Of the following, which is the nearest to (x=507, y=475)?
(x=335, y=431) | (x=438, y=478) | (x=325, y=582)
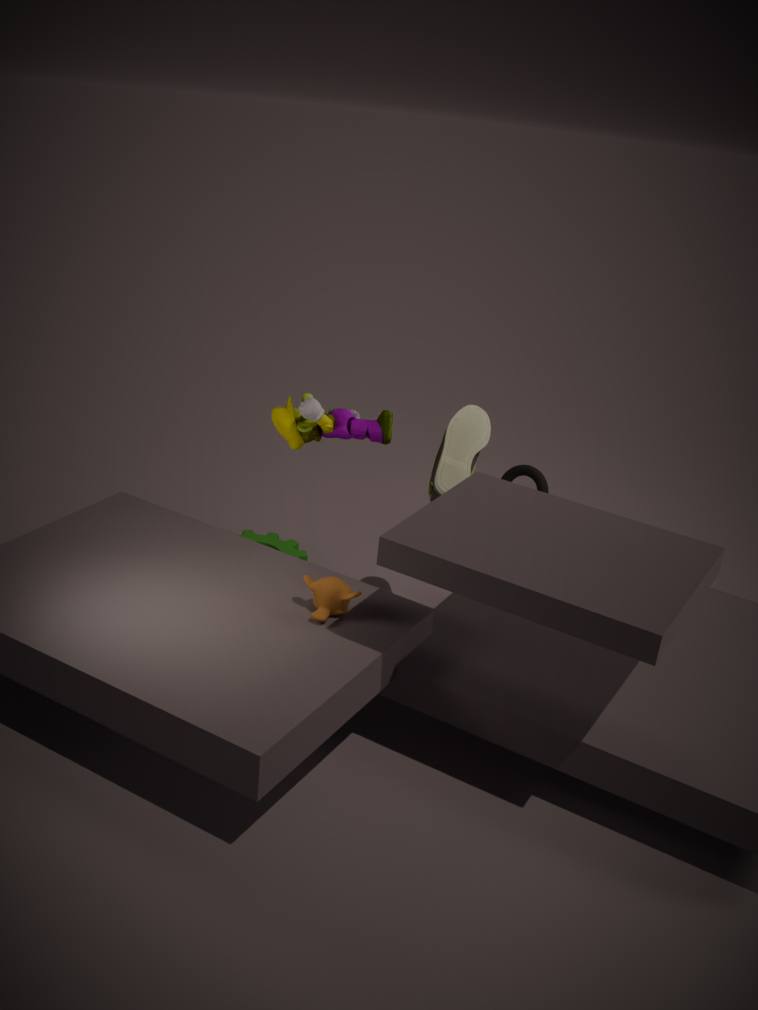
(x=438, y=478)
